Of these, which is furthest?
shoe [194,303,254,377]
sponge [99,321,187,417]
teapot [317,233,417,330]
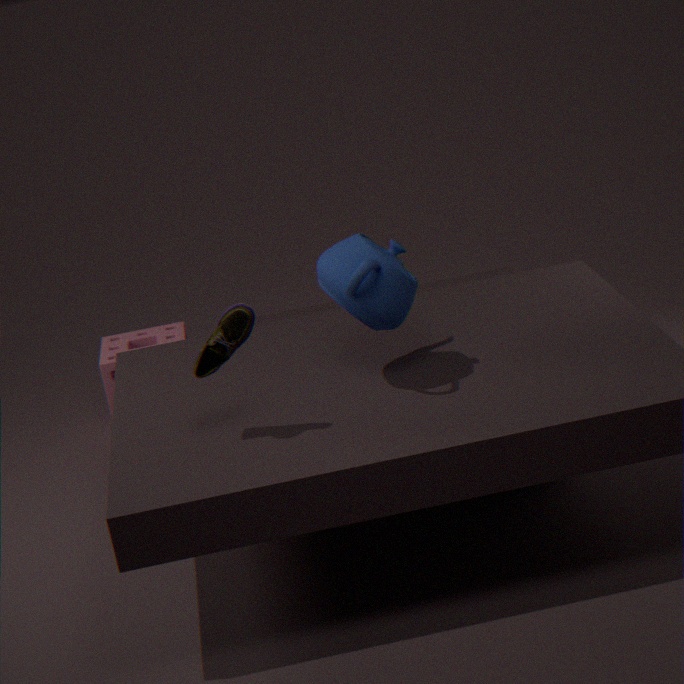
sponge [99,321,187,417]
